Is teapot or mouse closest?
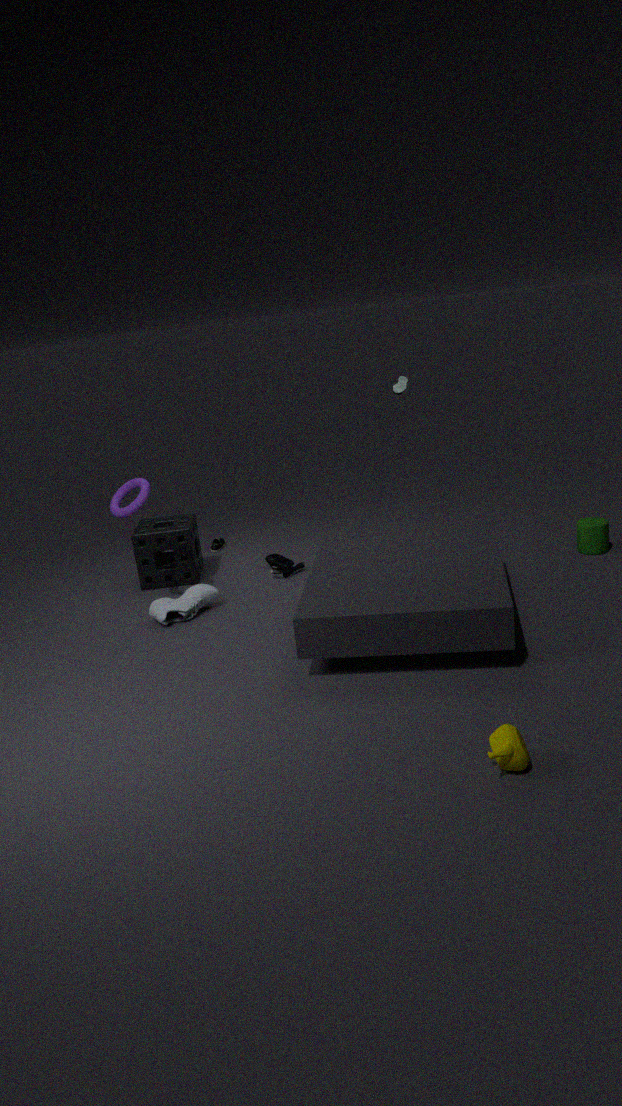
teapot
